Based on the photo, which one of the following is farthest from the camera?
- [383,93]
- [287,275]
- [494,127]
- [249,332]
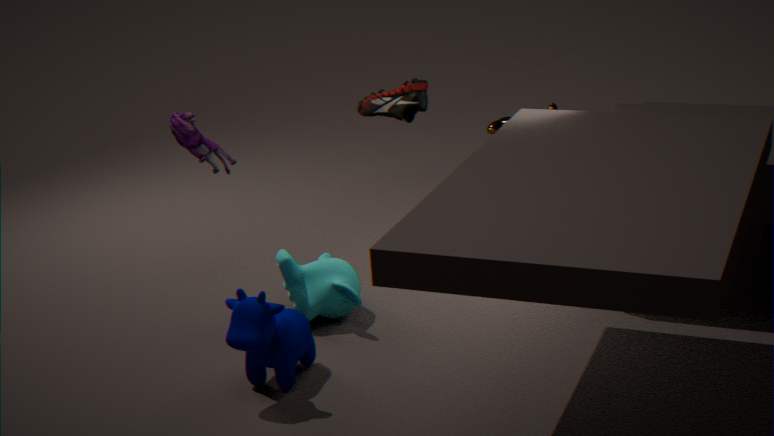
[494,127]
